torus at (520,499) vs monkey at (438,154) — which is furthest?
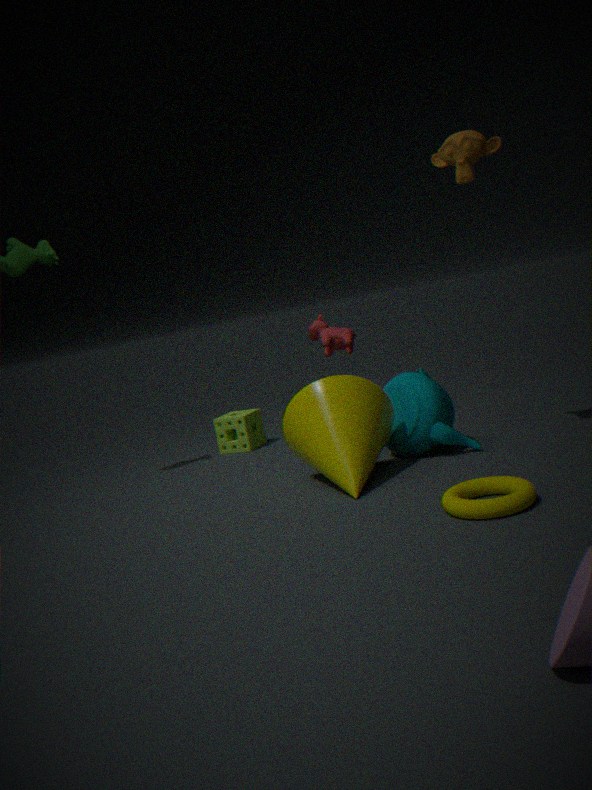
monkey at (438,154)
